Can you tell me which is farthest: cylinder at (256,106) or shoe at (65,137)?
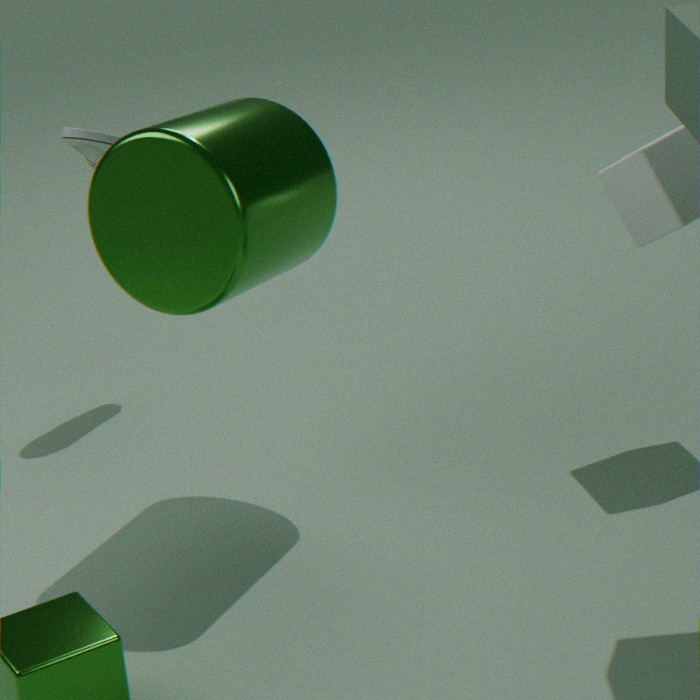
shoe at (65,137)
